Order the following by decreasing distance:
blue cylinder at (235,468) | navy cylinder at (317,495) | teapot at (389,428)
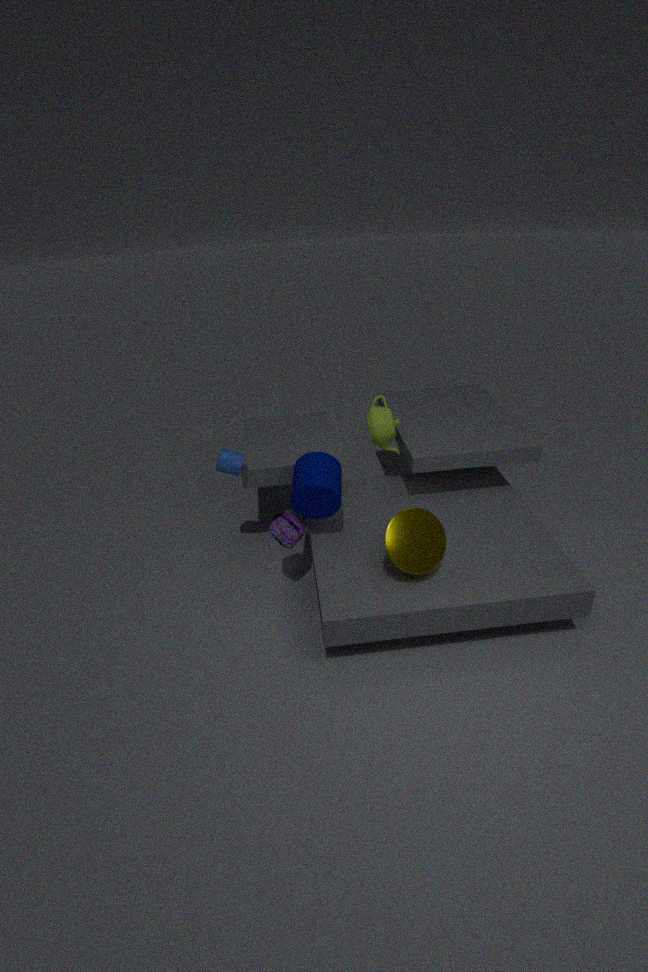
teapot at (389,428) < blue cylinder at (235,468) < navy cylinder at (317,495)
